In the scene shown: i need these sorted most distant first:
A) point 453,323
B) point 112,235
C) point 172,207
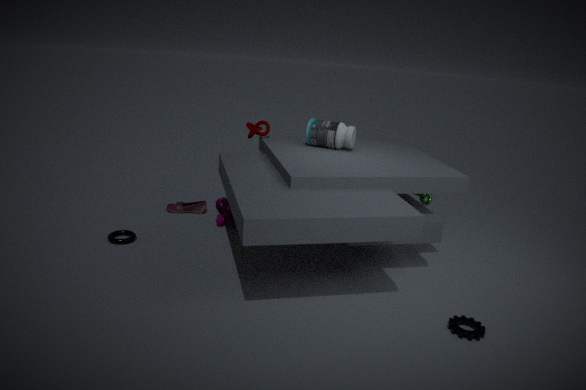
point 172,207 → point 112,235 → point 453,323
